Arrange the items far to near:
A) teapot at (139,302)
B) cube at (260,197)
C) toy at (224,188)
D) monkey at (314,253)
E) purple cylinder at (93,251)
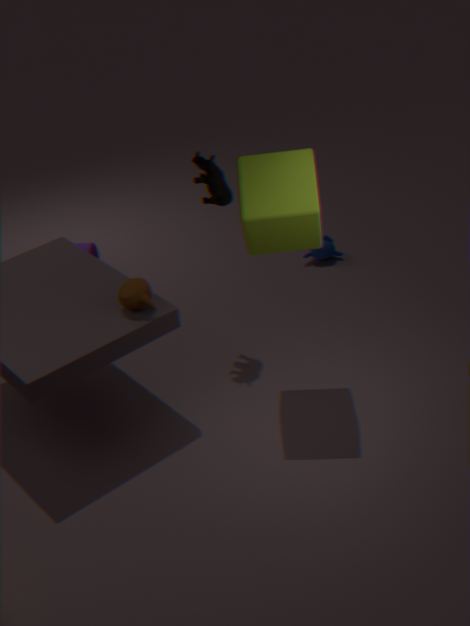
monkey at (314,253)
purple cylinder at (93,251)
toy at (224,188)
teapot at (139,302)
cube at (260,197)
